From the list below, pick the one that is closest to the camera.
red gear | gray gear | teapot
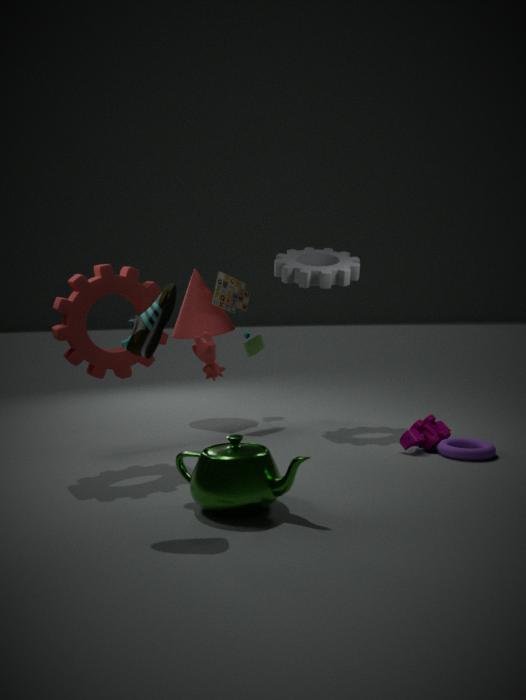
teapot
